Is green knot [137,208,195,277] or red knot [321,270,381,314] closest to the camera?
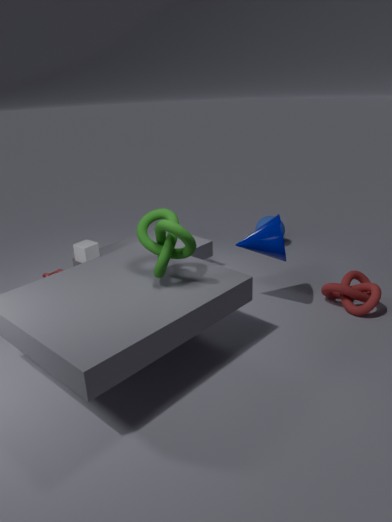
green knot [137,208,195,277]
